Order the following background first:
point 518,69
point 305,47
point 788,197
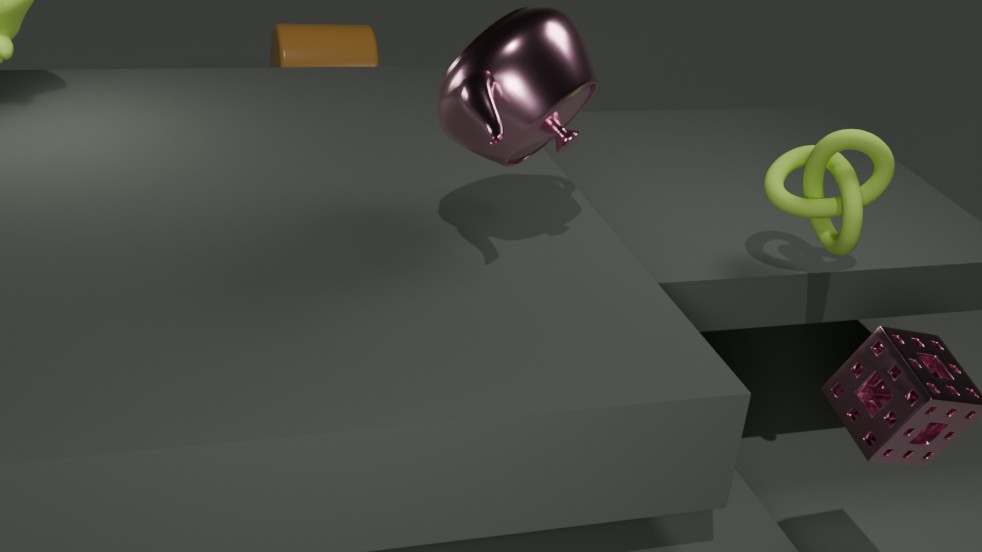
point 305,47 → point 788,197 → point 518,69
